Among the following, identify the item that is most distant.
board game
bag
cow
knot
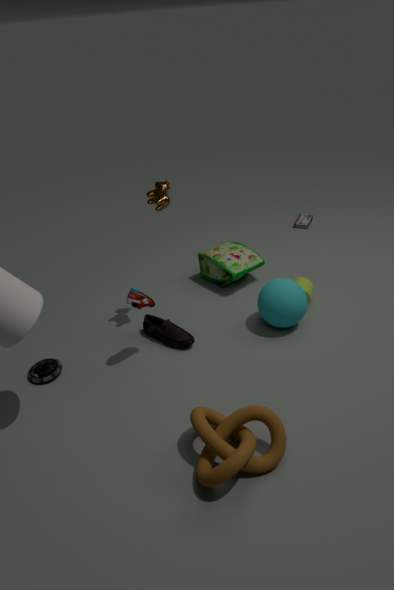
board game
